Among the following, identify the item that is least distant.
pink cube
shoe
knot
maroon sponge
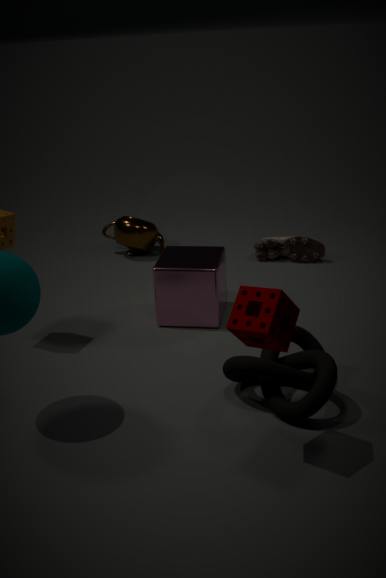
maroon sponge
